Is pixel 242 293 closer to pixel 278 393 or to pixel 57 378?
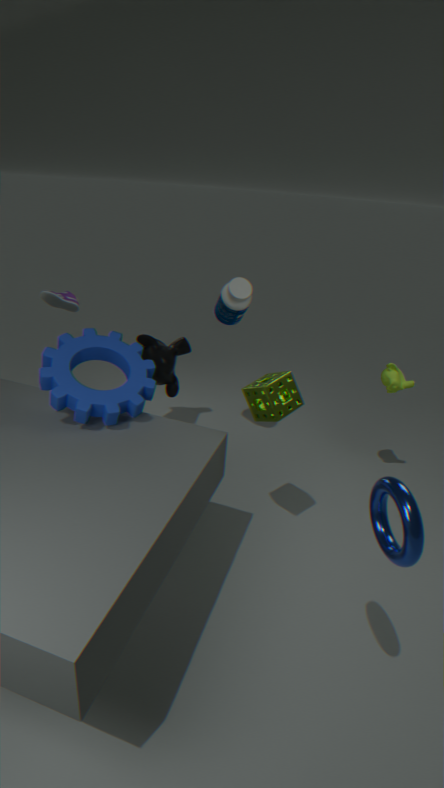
pixel 278 393
